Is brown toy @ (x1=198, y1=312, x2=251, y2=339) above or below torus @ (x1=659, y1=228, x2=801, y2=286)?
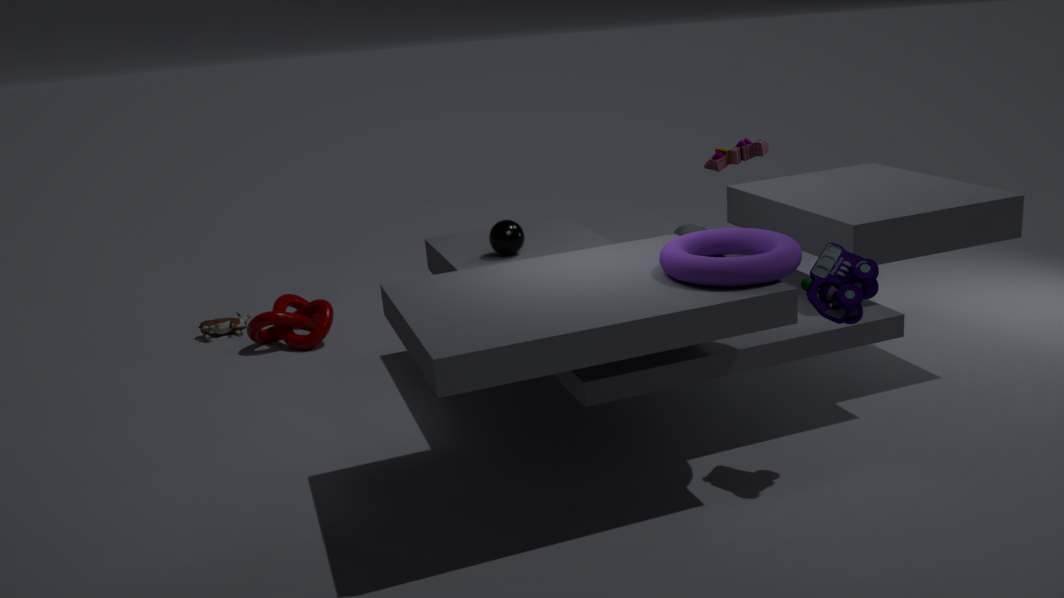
below
